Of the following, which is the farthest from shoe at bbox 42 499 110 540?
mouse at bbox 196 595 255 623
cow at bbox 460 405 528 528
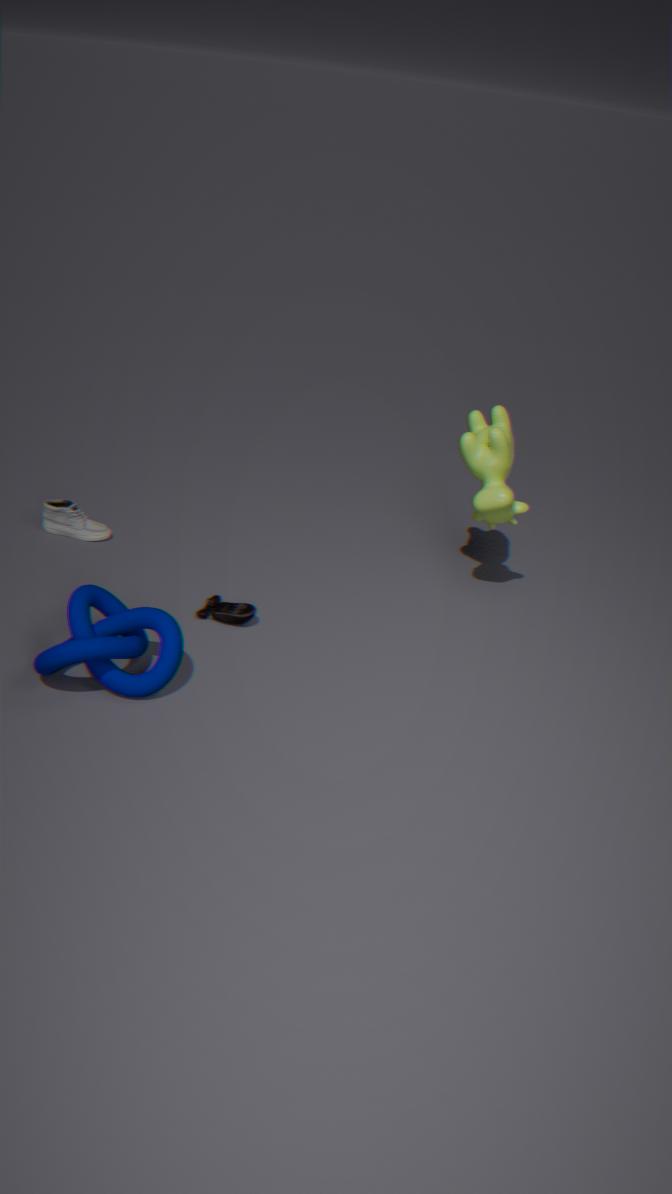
cow at bbox 460 405 528 528
